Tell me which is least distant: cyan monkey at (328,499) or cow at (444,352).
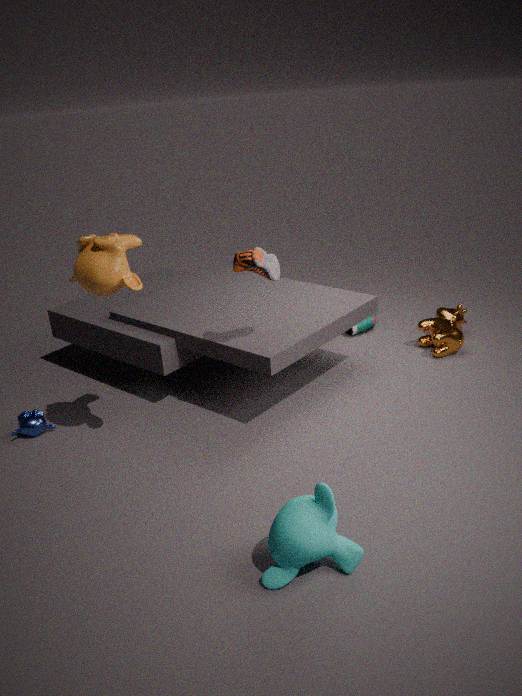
cyan monkey at (328,499)
